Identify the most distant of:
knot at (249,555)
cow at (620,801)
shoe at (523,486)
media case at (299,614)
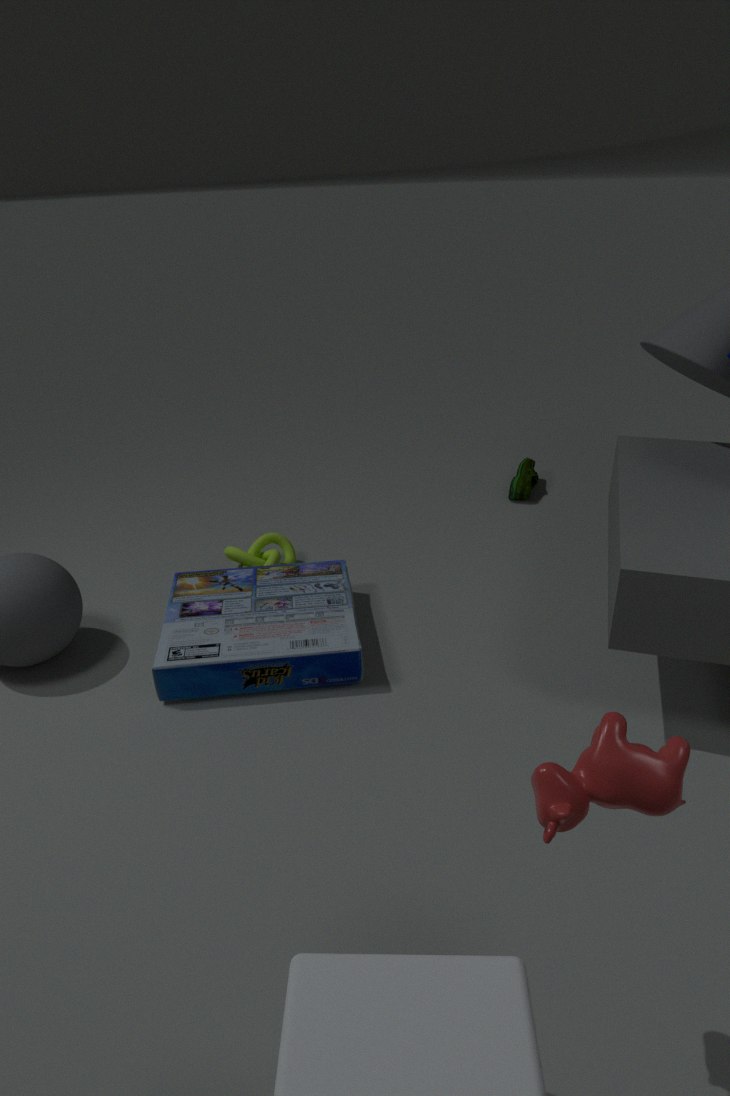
shoe at (523,486)
